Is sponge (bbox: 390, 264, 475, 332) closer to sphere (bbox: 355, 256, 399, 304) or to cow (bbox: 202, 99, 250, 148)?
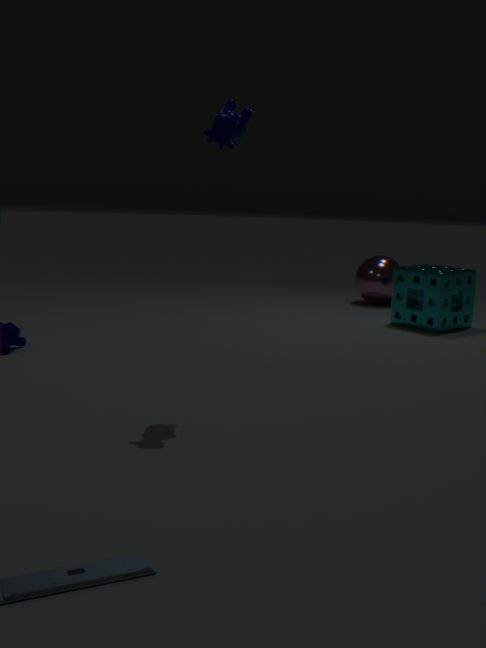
sphere (bbox: 355, 256, 399, 304)
